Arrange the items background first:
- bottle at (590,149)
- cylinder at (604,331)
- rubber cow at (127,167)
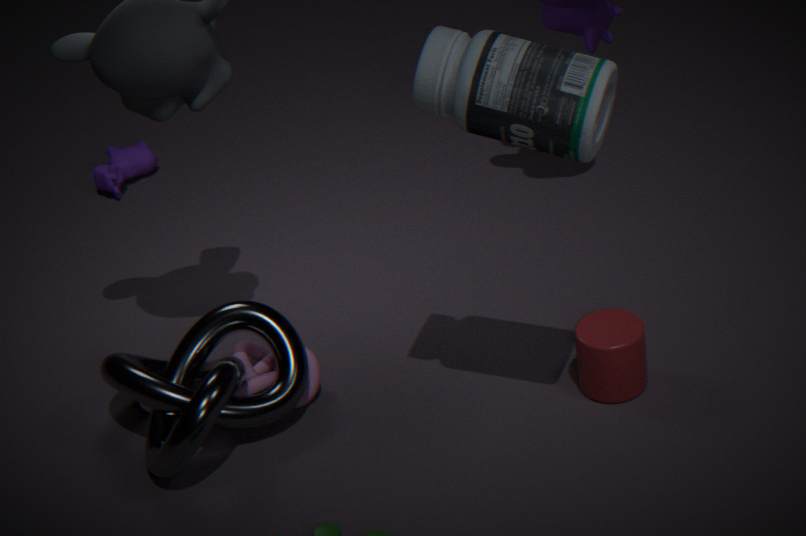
rubber cow at (127,167) < cylinder at (604,331) < bottle at (590,149)
